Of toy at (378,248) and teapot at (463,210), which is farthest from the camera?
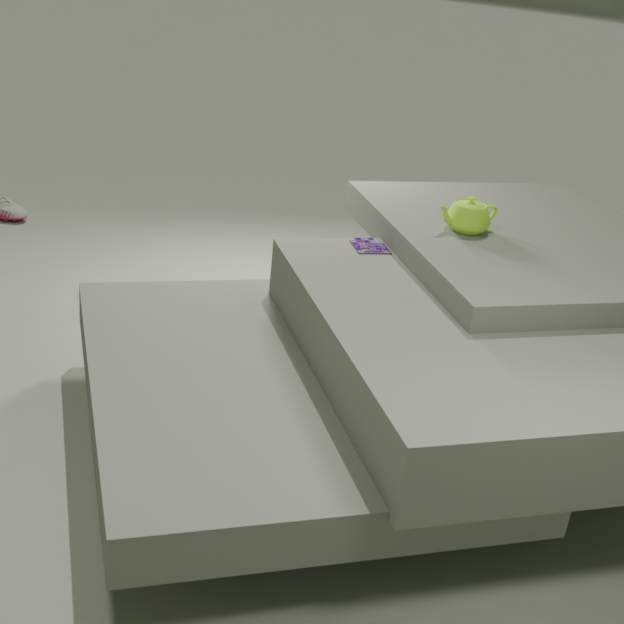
toy at (378,248)
